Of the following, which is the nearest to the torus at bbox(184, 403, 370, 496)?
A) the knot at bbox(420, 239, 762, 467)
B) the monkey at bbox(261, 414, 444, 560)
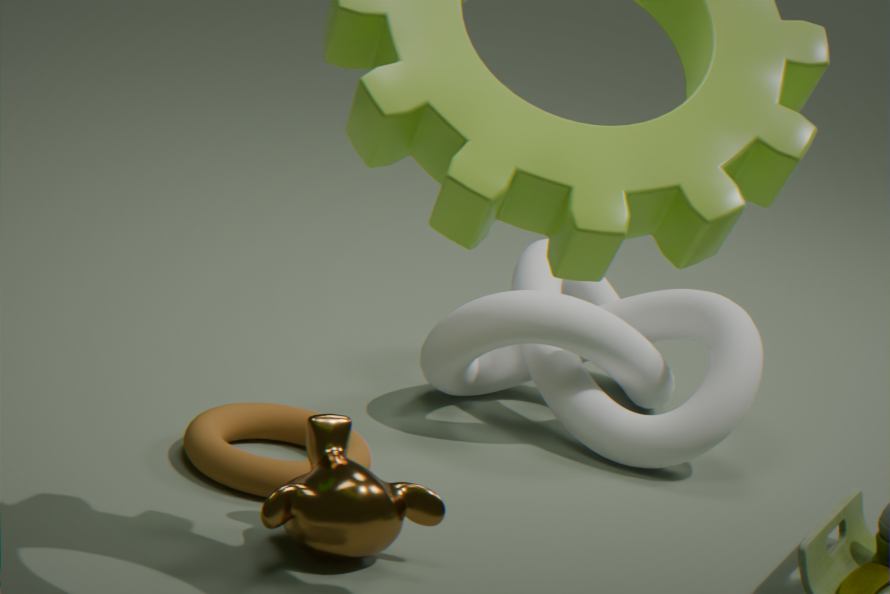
the monkey at bbox(261, 414, 444, 560)
